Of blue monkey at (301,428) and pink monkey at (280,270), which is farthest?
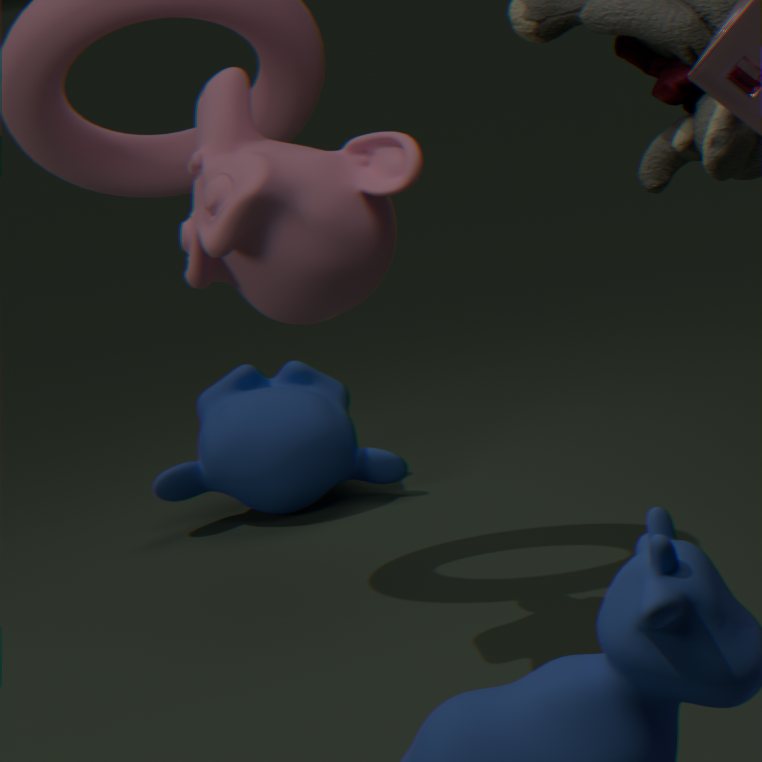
blue monkey at (301,428)
